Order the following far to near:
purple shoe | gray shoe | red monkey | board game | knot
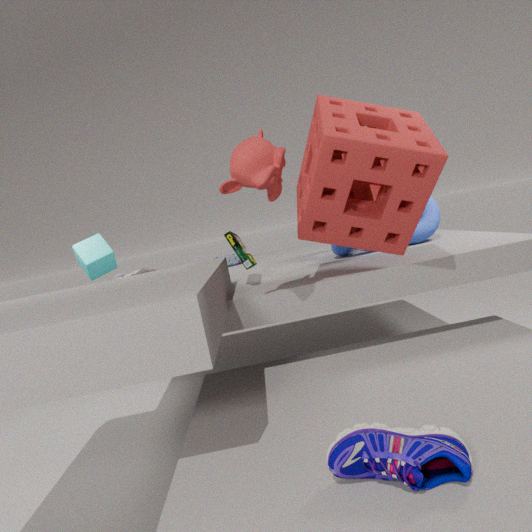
1. gray shoe
2. knot
3. board game
4. red monkey
5. purple shoe
